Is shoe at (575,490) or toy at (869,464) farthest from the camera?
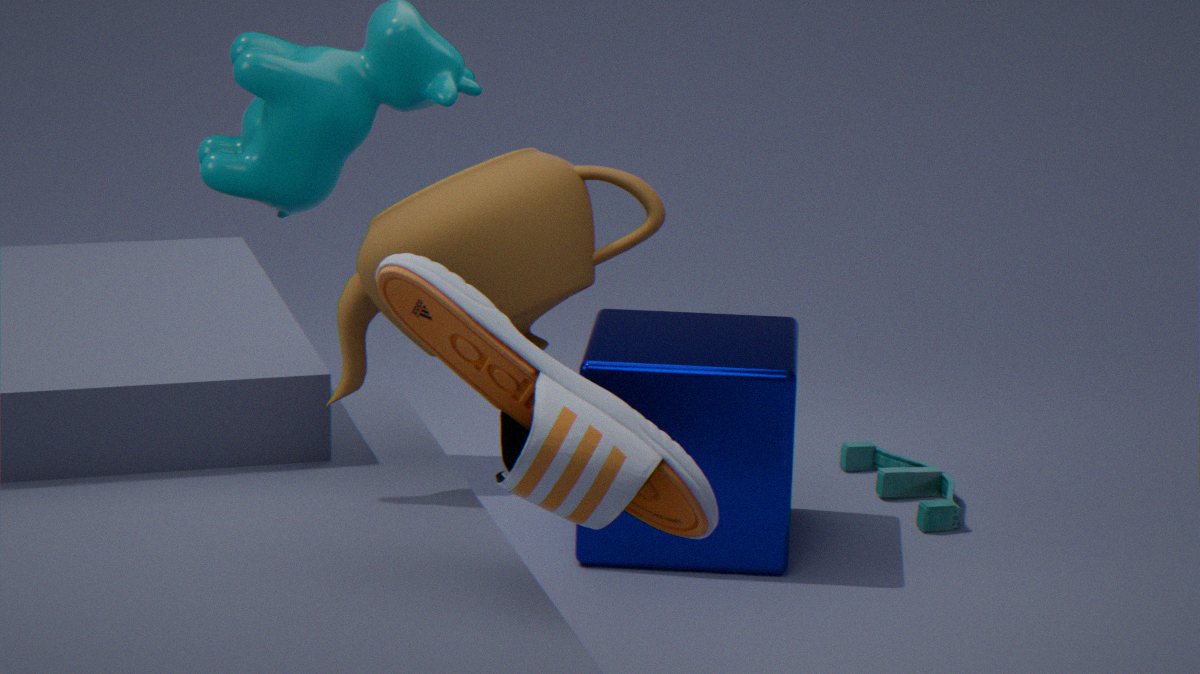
toy at (869,464)
